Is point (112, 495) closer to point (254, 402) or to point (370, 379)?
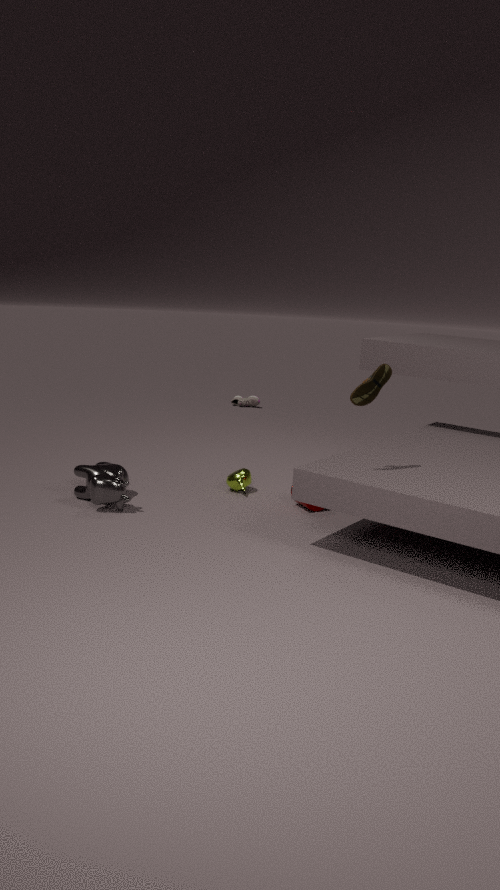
point (370, 379)
